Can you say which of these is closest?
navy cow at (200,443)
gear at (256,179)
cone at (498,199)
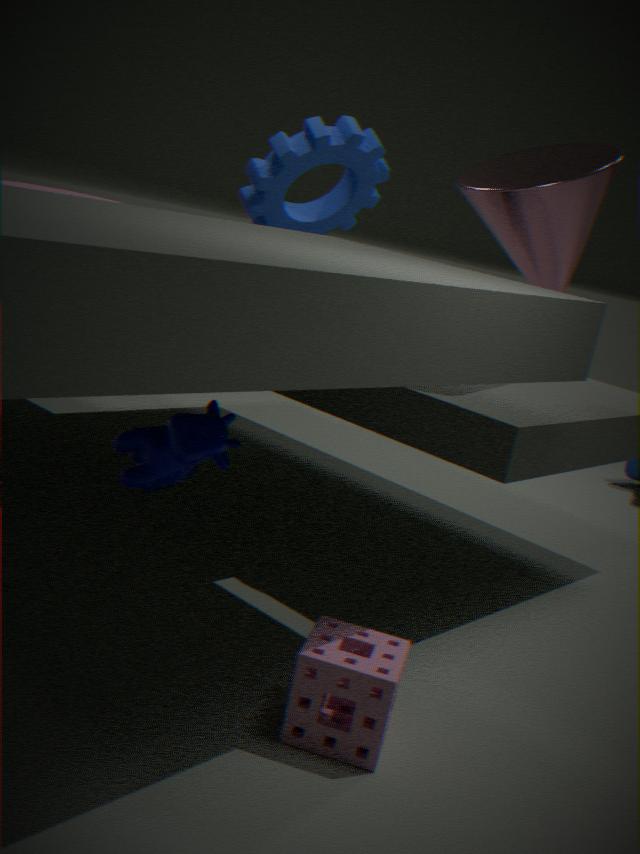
navy cow at (200,443)
